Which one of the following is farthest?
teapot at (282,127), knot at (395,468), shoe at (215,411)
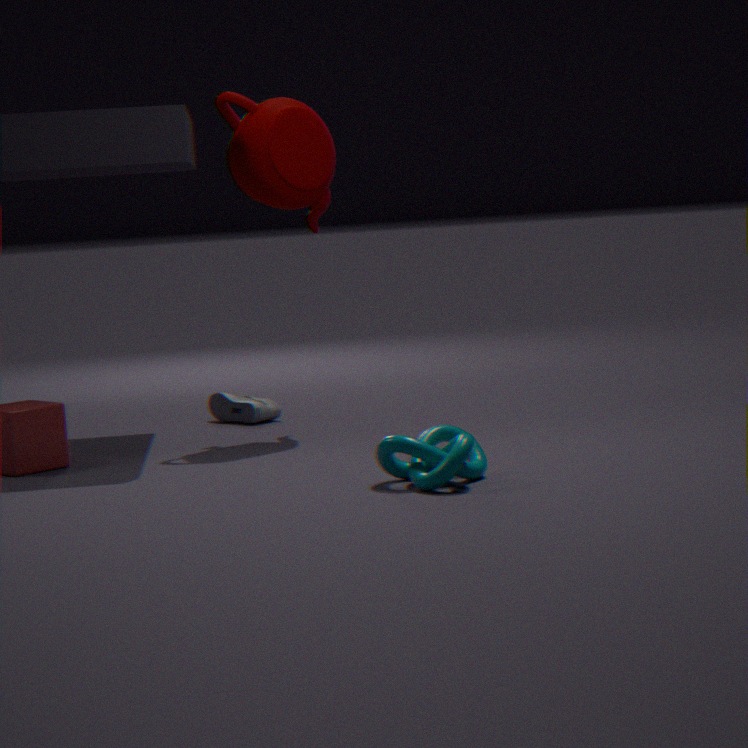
shoe at (215,411)
